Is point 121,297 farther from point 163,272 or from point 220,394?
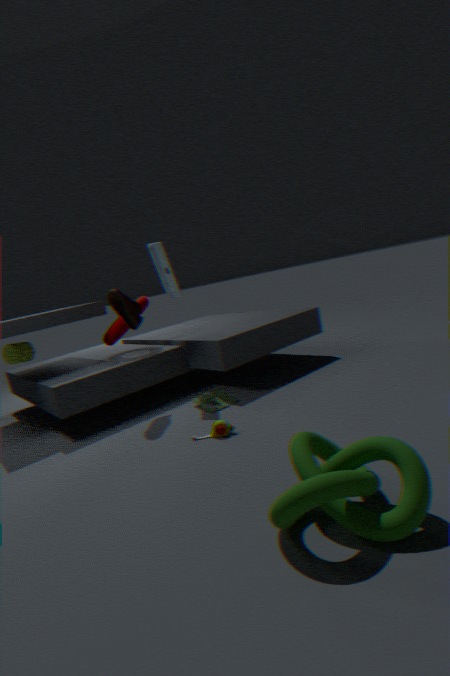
point 220,394
